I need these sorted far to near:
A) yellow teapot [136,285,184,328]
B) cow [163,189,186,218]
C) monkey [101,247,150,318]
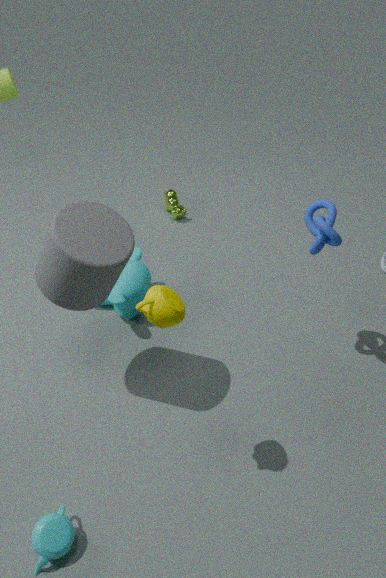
cow [163,189,186,218]
monkey [101,247,150,318]
yellow teapot [136,285,184,328]
